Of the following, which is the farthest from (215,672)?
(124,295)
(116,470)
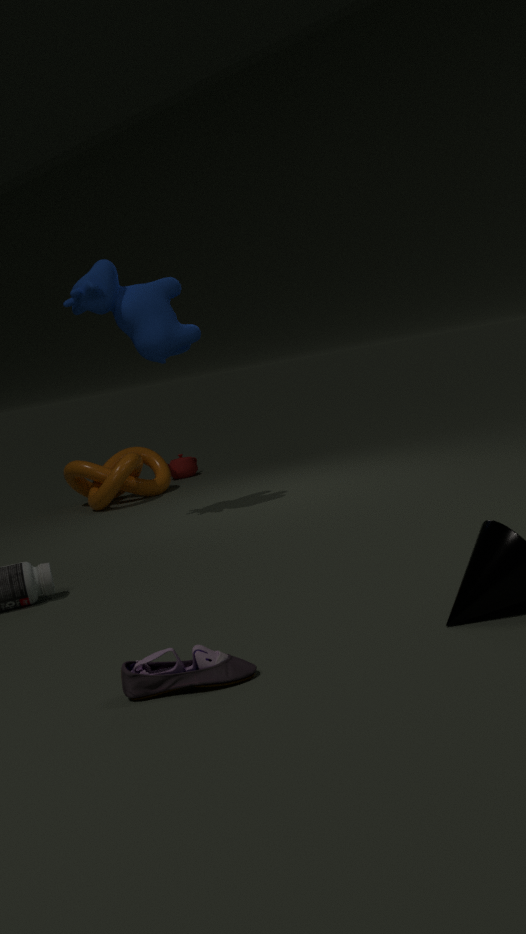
(116,470)
